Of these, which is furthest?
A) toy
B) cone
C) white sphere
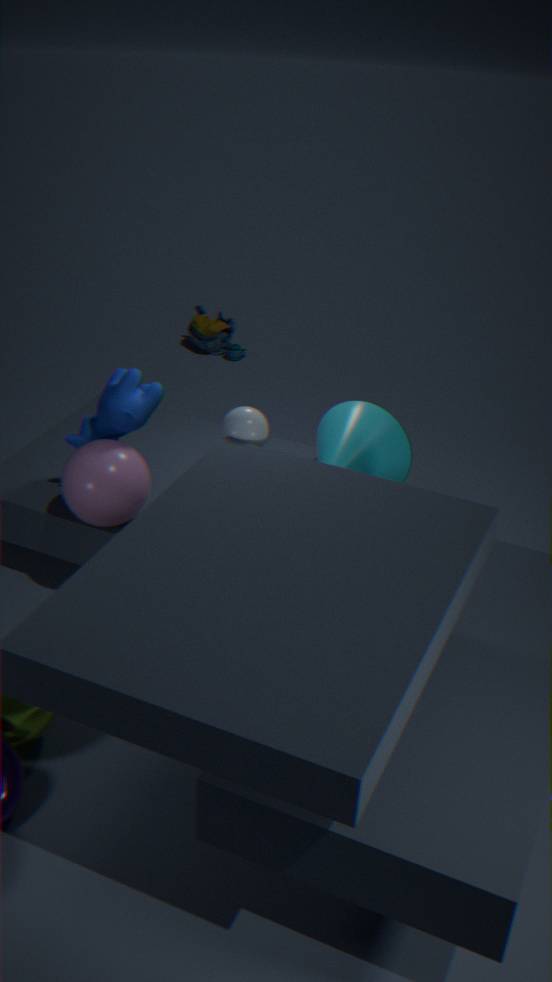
toy
